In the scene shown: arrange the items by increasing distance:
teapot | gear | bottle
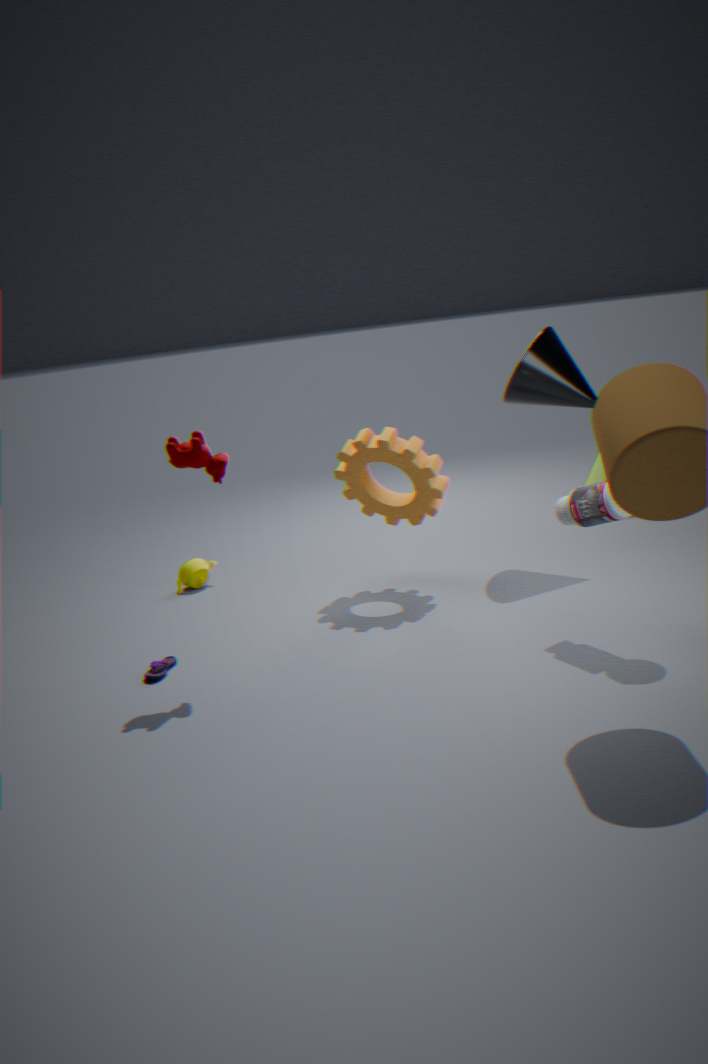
1. bottle
2. gear
3. teapot
